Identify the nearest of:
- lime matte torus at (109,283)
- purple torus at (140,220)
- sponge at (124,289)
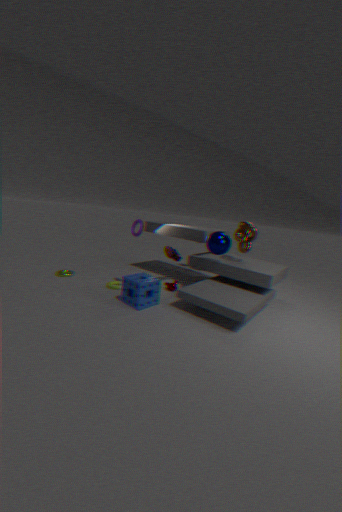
sponge at (124,289)
